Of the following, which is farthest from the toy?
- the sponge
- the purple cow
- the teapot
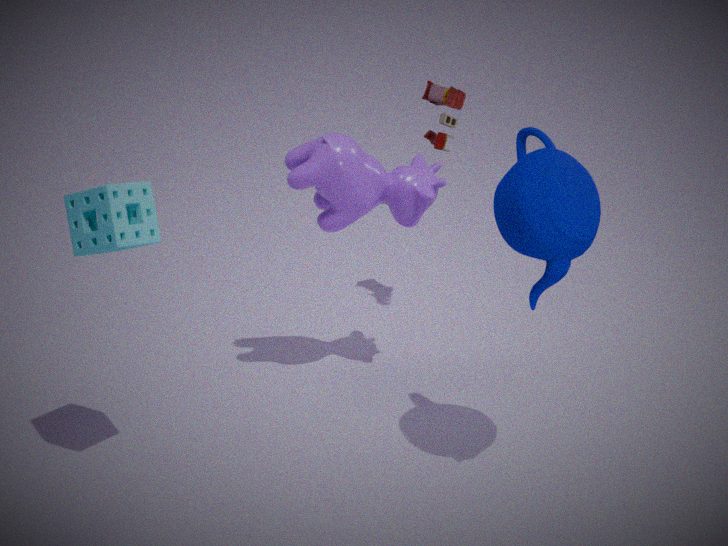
the sponge
